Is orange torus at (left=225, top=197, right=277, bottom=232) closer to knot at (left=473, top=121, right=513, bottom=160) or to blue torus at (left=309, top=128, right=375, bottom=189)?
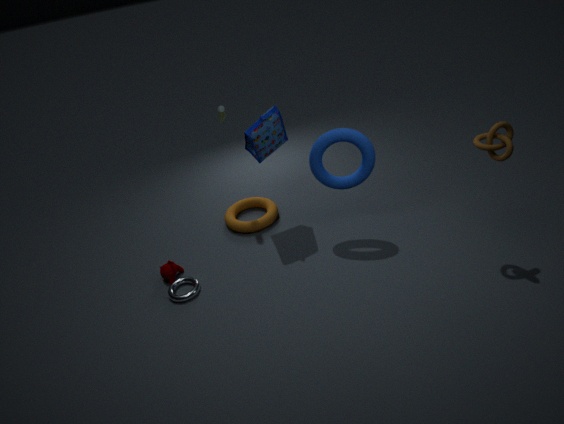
blue torus at (left=309, top=128, right=375, bottom=189)
